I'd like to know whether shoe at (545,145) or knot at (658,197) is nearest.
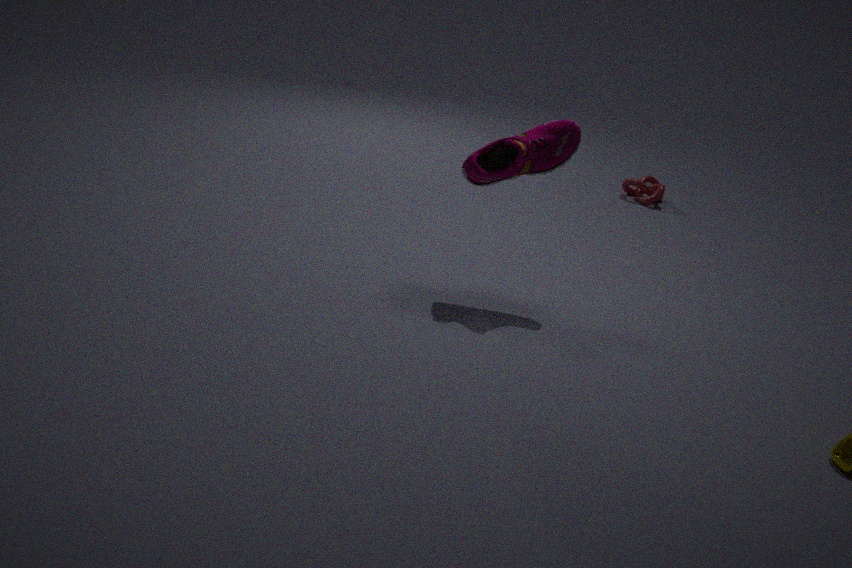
shoe at (545,145)
